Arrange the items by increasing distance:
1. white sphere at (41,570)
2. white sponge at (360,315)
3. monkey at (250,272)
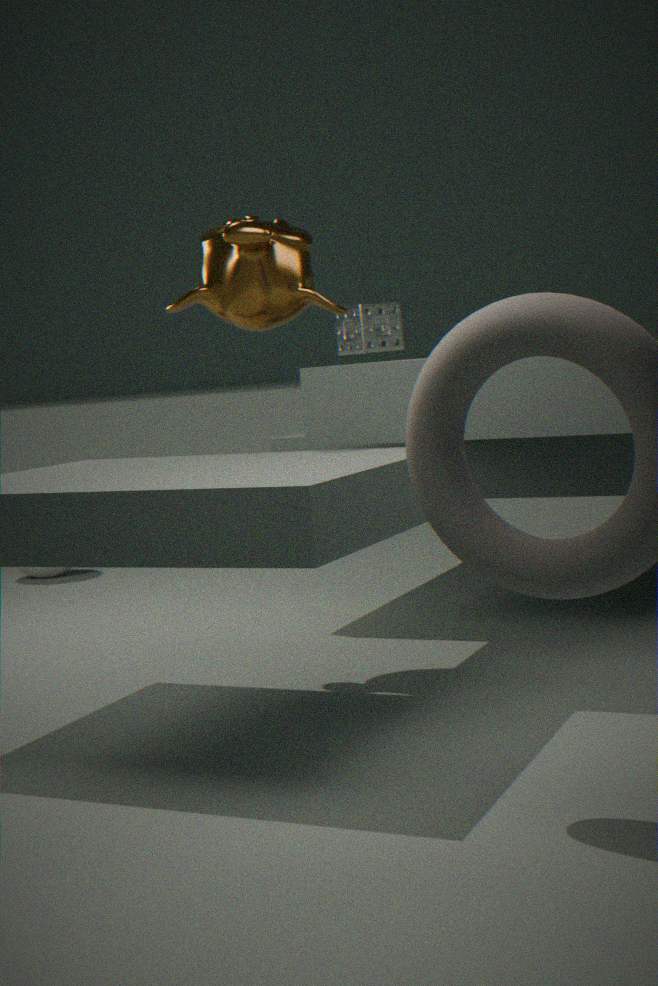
monkey at (250,272) → white sponge at (360,315) → white sphere at (41,570)
